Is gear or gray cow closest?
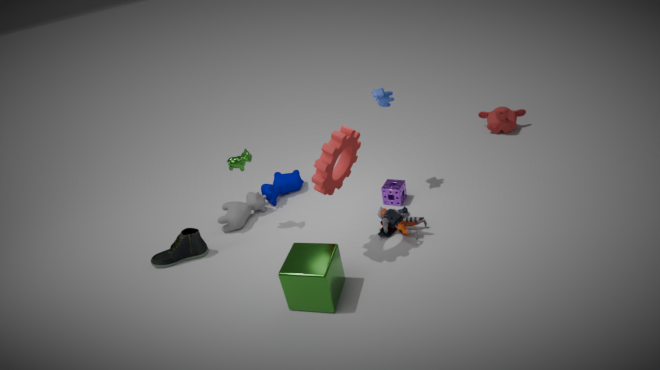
gear
